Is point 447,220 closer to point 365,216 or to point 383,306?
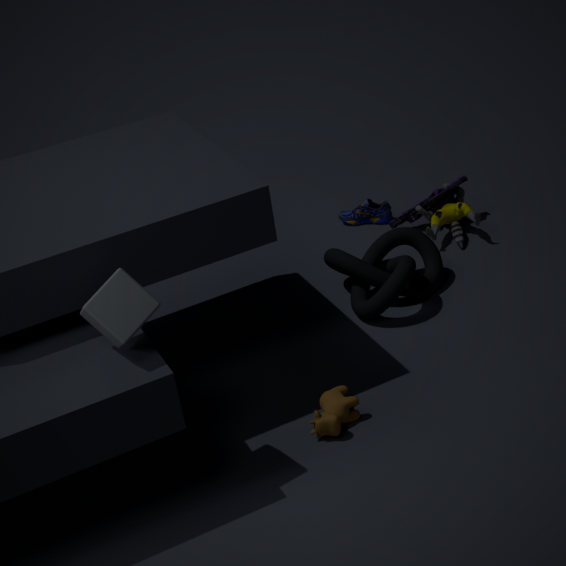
point 365,216
